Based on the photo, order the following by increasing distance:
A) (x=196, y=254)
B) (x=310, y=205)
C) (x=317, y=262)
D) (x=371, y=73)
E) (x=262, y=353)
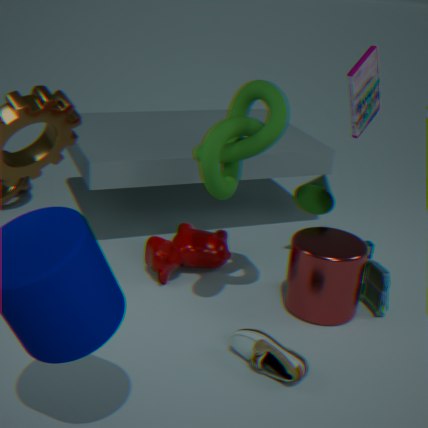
(x=262, y=353)
(x=317, y=262)
(x=371, y=73)
(x=196, y=254)
(x=310, y=205)
